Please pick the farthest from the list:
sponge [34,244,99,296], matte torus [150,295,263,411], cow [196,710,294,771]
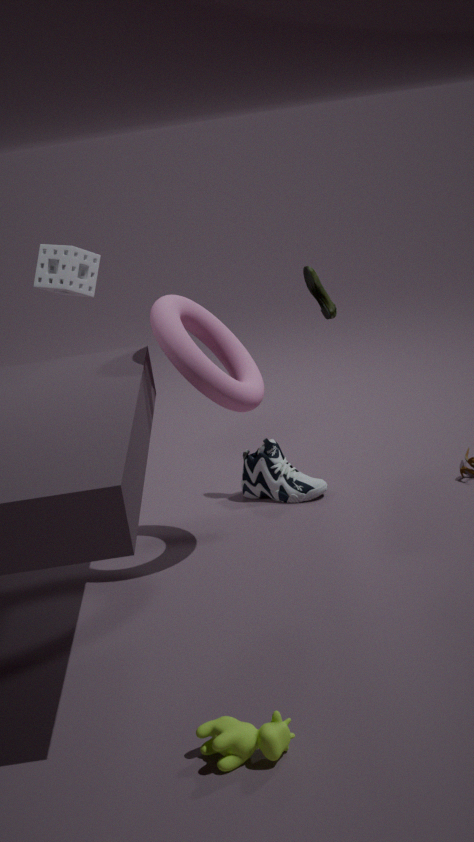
sponge [34,244,99,296]
